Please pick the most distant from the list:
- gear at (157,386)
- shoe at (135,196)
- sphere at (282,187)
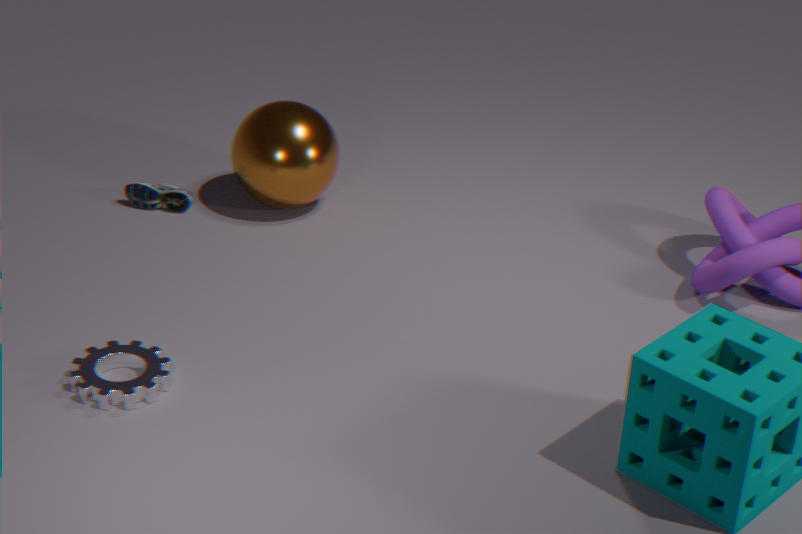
shoe at (135,196)
